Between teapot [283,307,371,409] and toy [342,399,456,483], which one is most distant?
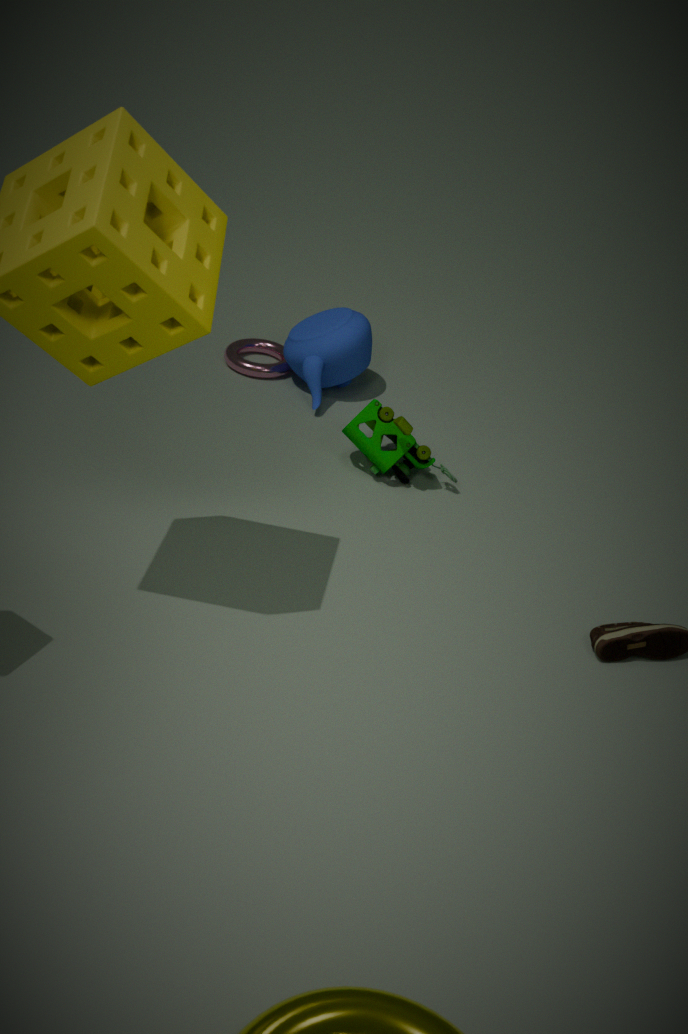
teapot [283,307,371,409]
